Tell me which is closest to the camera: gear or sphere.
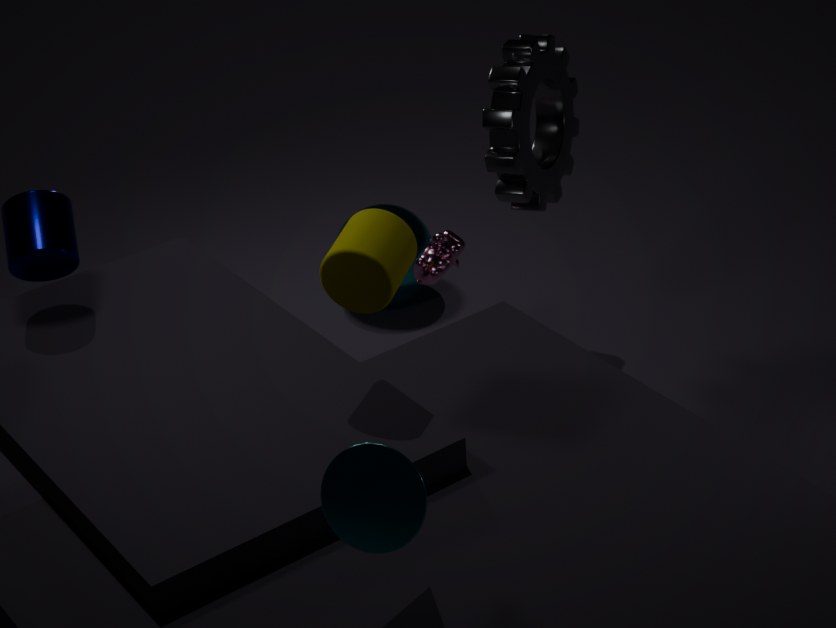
gear
